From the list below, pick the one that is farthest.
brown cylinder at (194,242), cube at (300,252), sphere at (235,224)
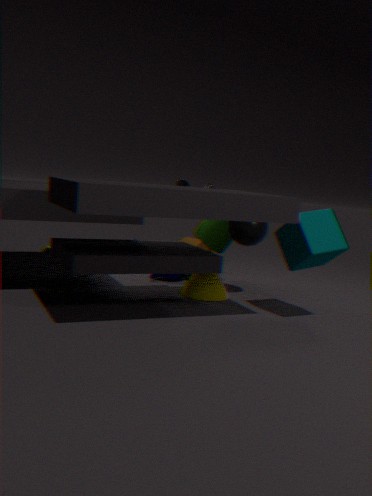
brown cylinder at (194,242)
